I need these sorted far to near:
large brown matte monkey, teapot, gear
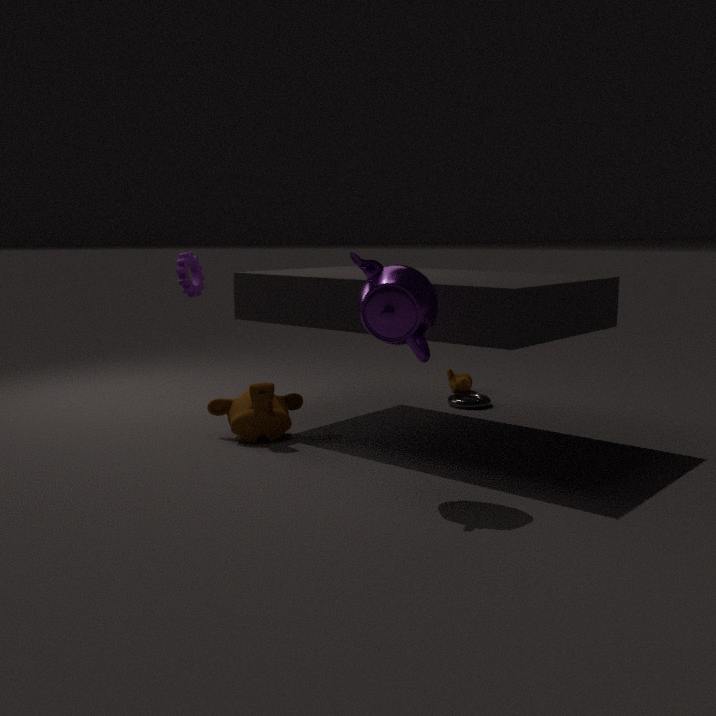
1. gear
2. large brown matte monkey
3. teapot
